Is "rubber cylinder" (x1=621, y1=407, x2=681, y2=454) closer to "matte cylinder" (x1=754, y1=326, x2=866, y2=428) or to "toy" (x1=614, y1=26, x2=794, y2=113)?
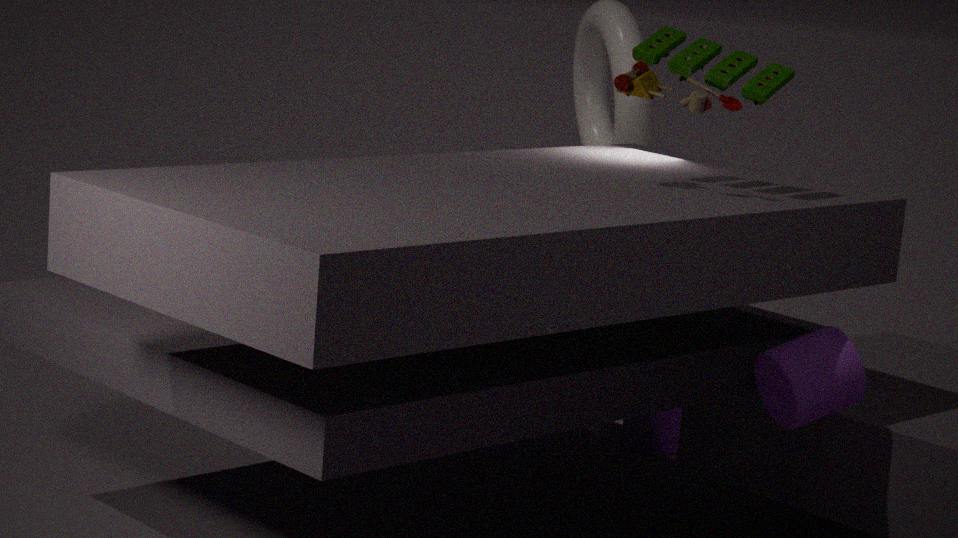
"matte cylinder" (x1=754, y1=326, x2=866, y2=428)
